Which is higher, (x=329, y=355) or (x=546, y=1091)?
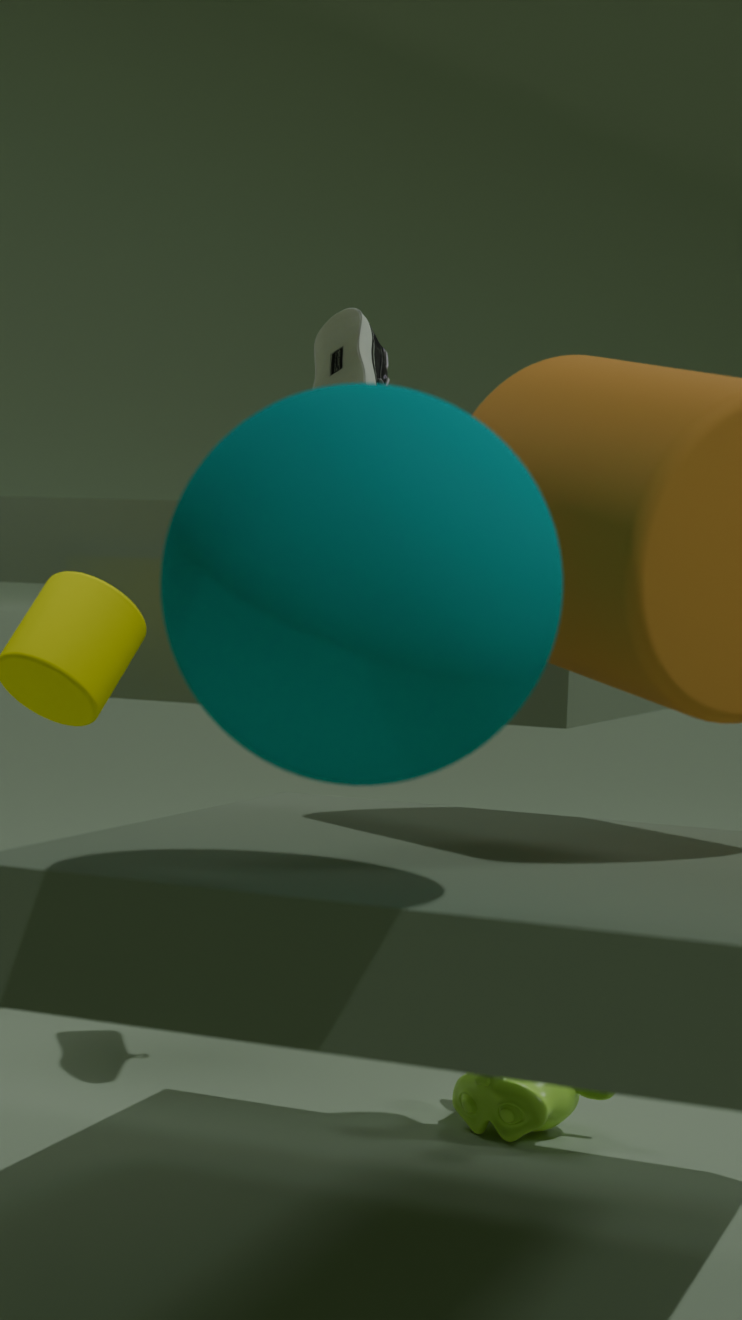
(x=329, y=355)
